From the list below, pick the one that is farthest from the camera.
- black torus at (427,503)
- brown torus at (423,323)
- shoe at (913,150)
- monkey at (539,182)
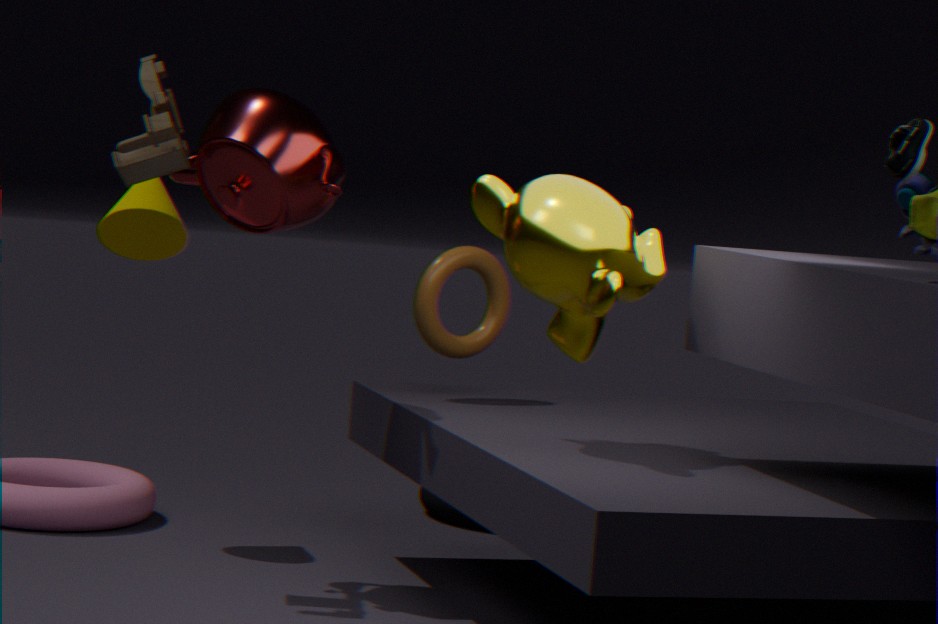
black torus at (427,503)
